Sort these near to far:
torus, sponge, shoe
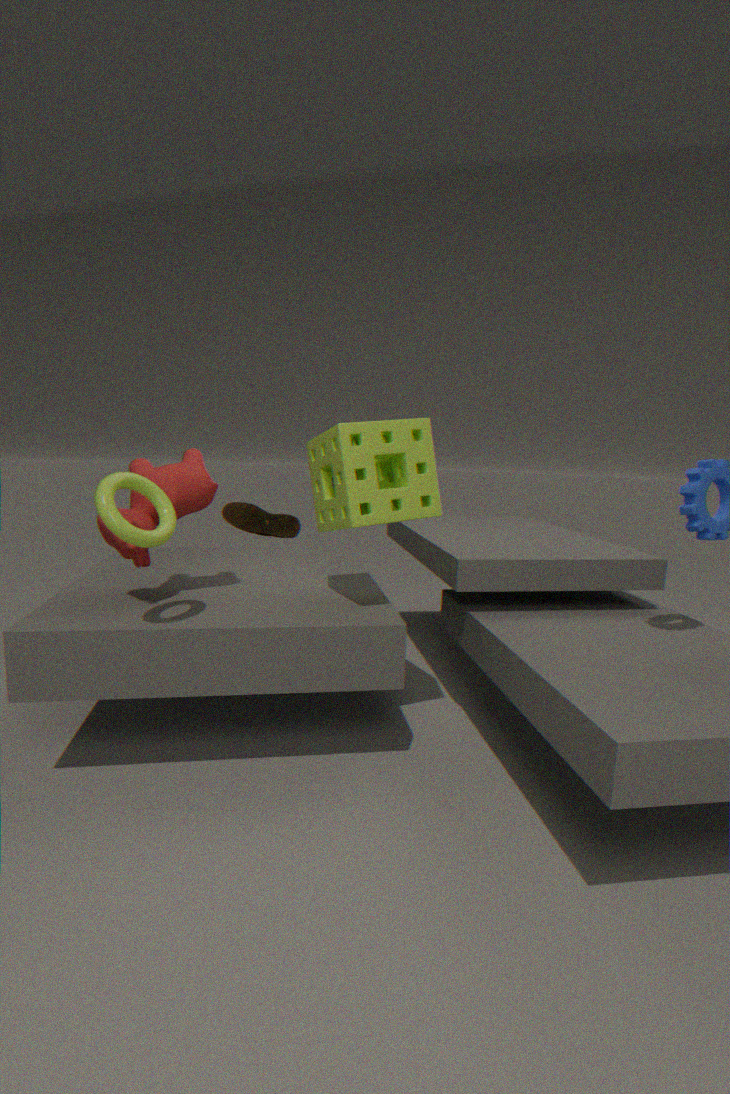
torus → sponge → shoe
